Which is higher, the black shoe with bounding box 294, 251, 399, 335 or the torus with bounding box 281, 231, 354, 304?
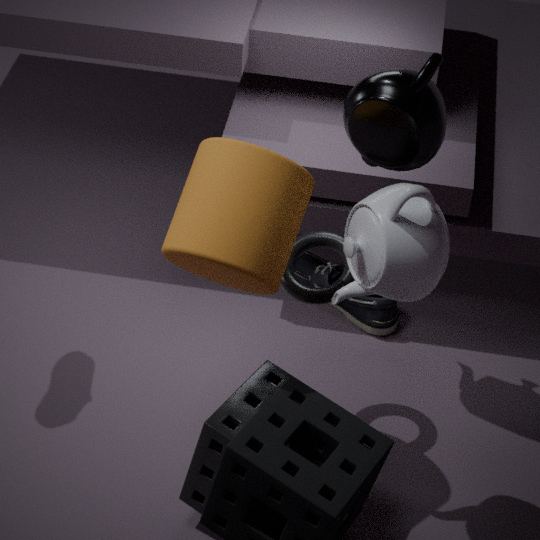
the torus with bounding box 281, 231, 354, 304
